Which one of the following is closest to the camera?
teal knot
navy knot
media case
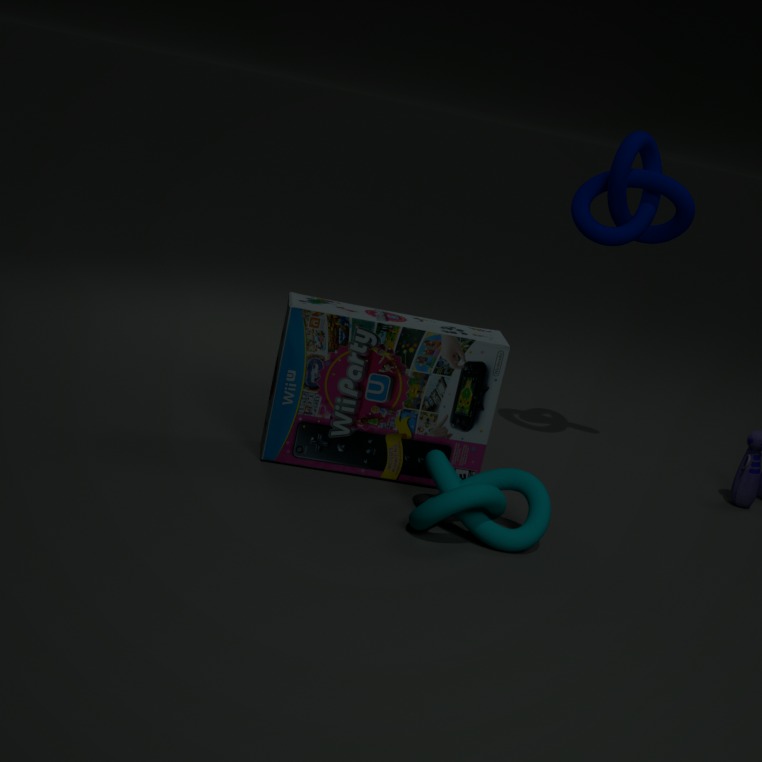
teal knot
